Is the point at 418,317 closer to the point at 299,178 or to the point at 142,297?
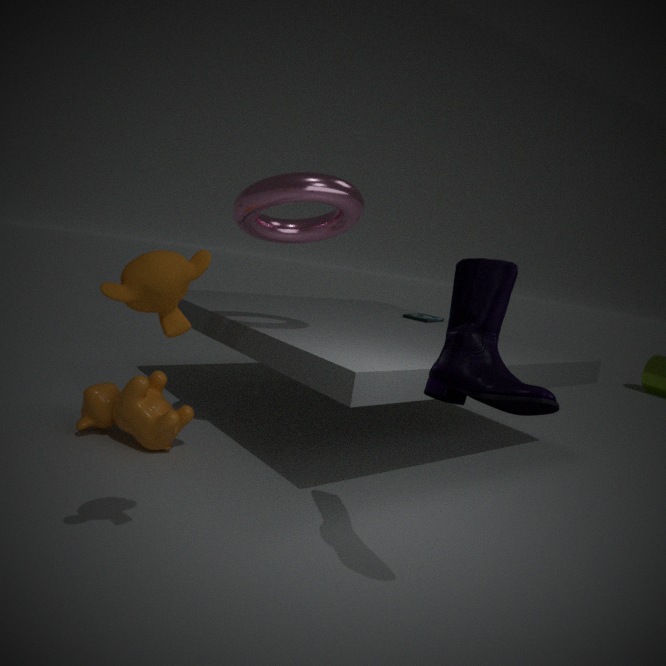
the point at 299,178
